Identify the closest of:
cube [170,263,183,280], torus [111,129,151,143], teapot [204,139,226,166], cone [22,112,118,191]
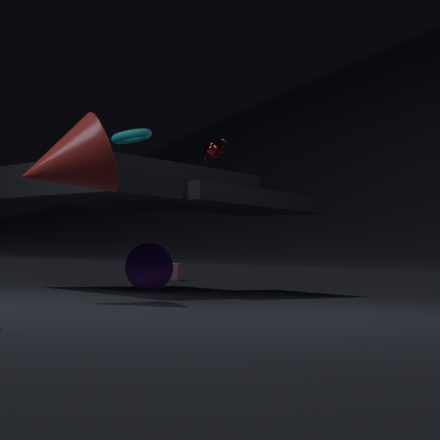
cone [22,112,118,191]
